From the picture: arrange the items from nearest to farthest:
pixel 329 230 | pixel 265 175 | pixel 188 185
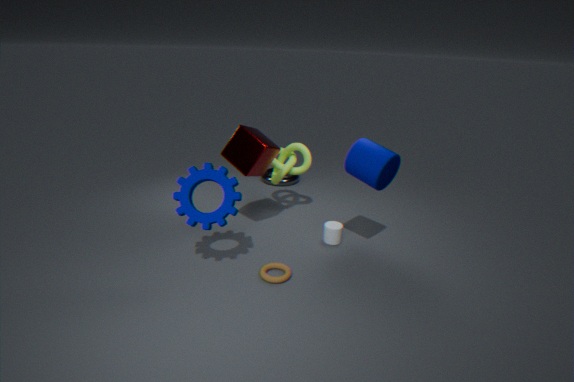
pixel 188 185 → pixel 329 230 → pixel 265 175
